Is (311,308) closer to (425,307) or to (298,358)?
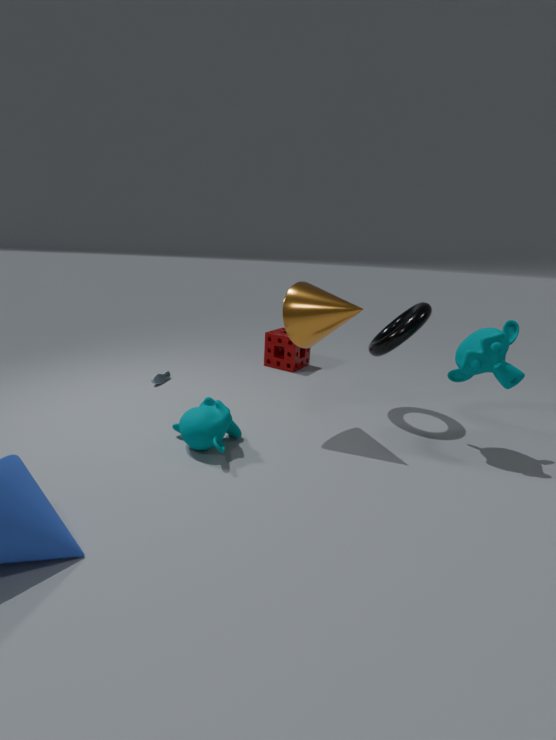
(425,307)
